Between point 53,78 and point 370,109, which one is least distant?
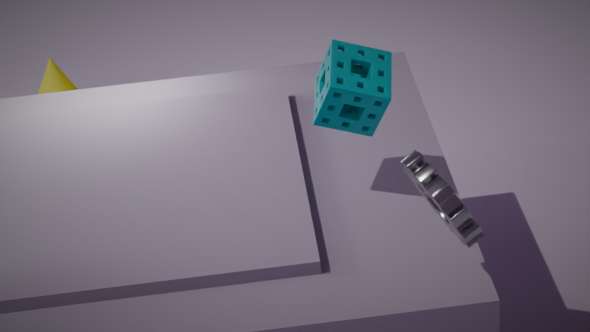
point 370,109
